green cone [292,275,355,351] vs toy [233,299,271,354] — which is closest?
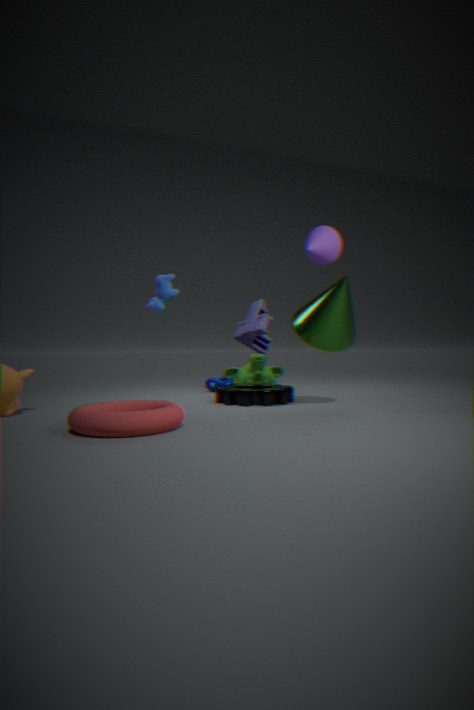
green cone [292,275,355,351]
